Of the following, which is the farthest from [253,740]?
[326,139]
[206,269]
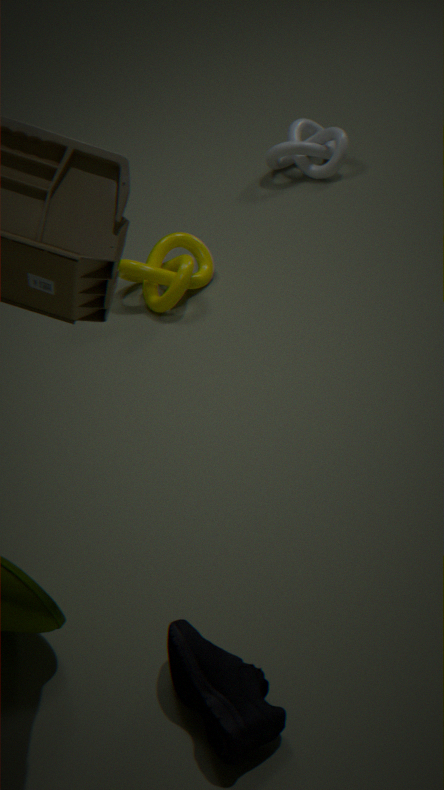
[326,139]
